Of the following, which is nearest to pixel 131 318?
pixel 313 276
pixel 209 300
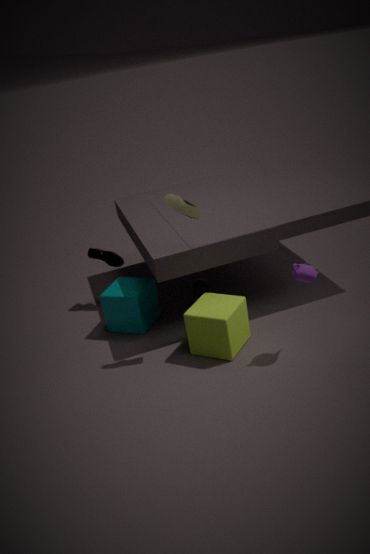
pixel 209 300
